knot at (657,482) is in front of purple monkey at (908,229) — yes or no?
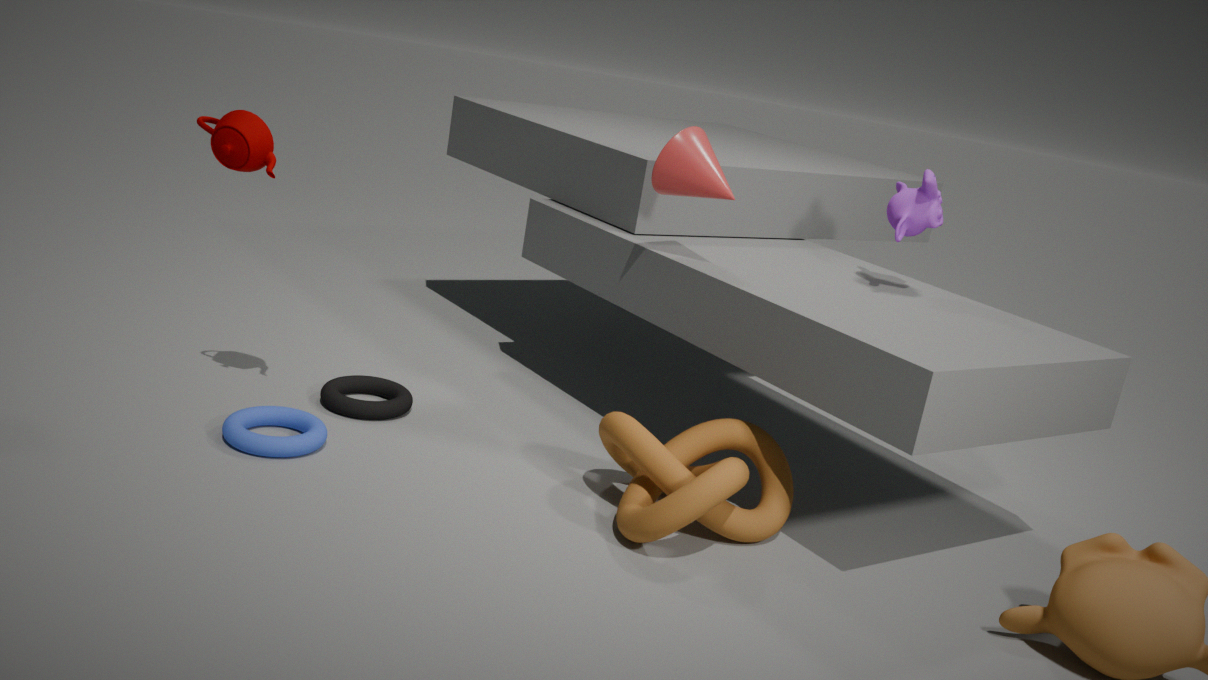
Yes
